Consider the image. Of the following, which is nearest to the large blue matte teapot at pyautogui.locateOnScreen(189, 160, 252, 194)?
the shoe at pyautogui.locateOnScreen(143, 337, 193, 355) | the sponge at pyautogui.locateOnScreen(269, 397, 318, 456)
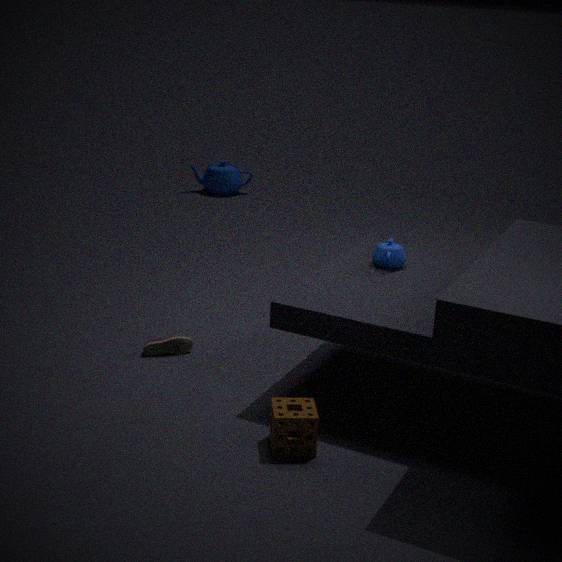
the shoe at pyautogui.locateOnScreen(143, 337, 193, 355)
